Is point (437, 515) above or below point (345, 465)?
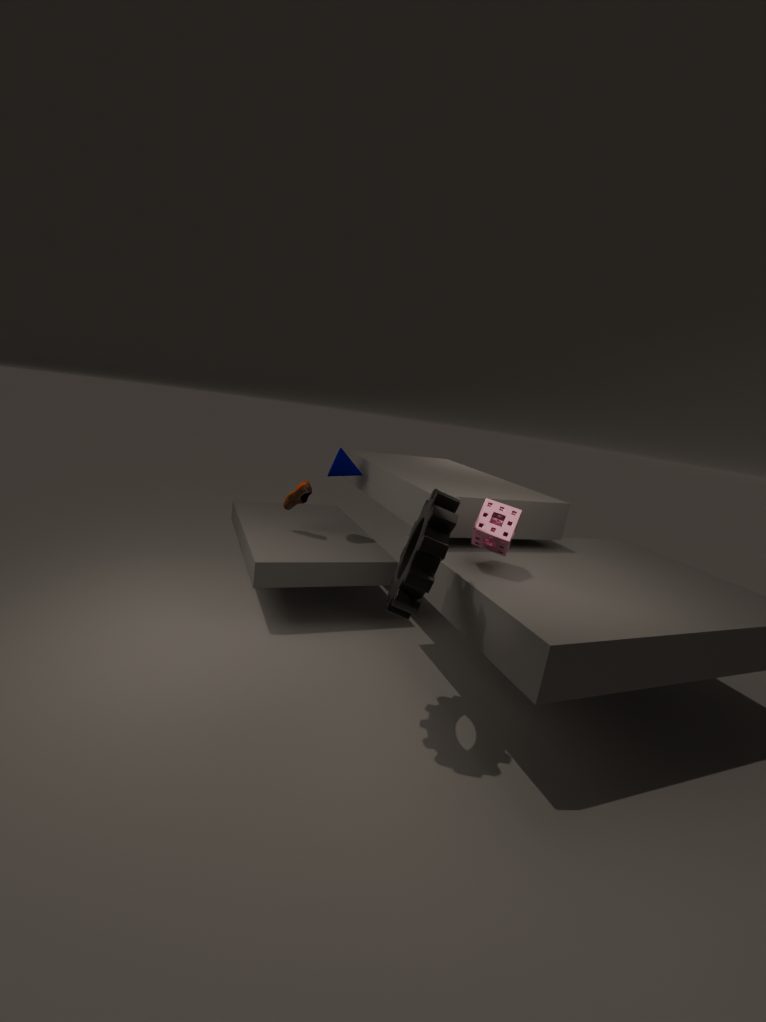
below
